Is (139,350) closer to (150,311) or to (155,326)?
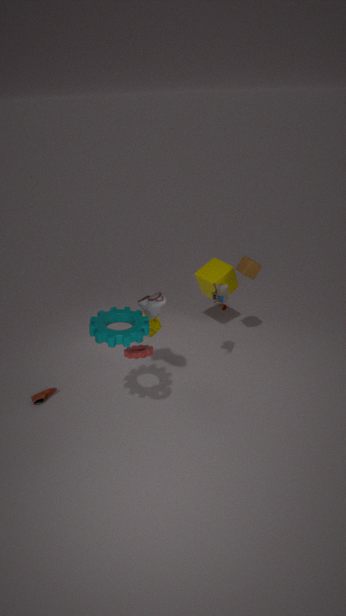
(150,311)
